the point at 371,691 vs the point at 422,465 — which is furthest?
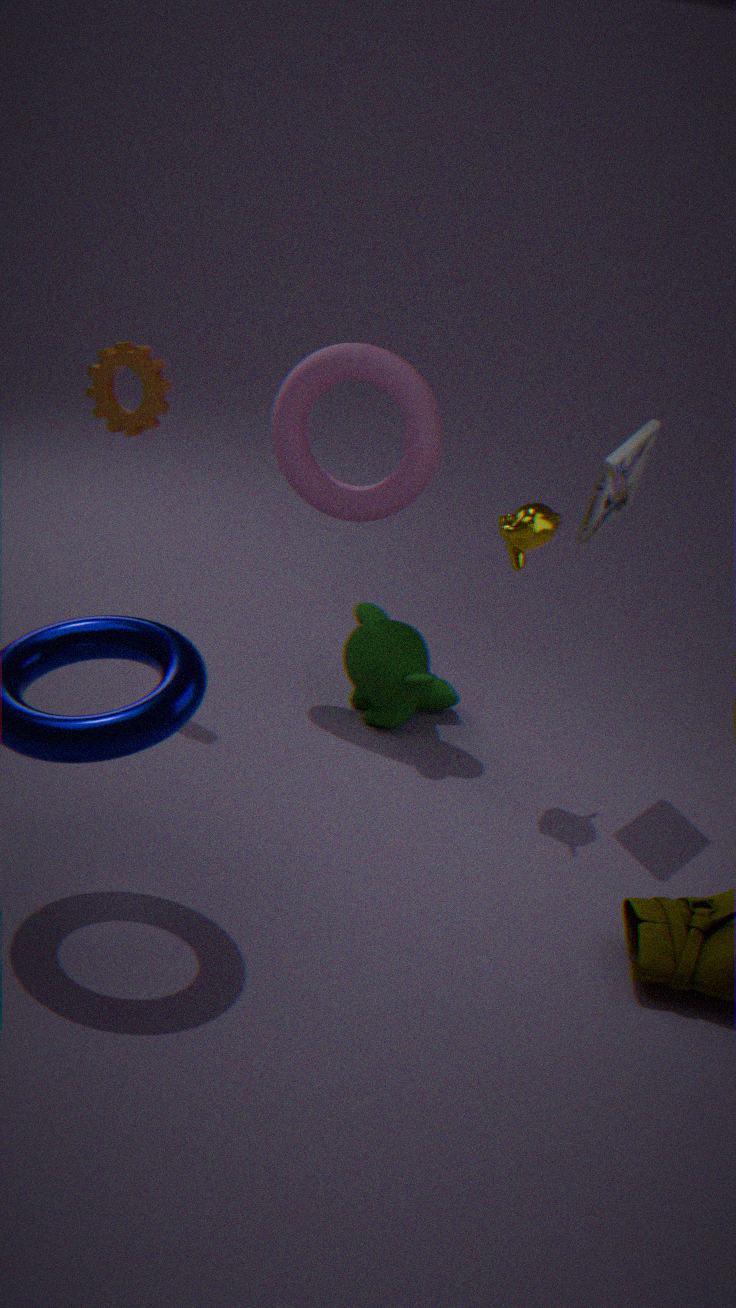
the point at 371,691
